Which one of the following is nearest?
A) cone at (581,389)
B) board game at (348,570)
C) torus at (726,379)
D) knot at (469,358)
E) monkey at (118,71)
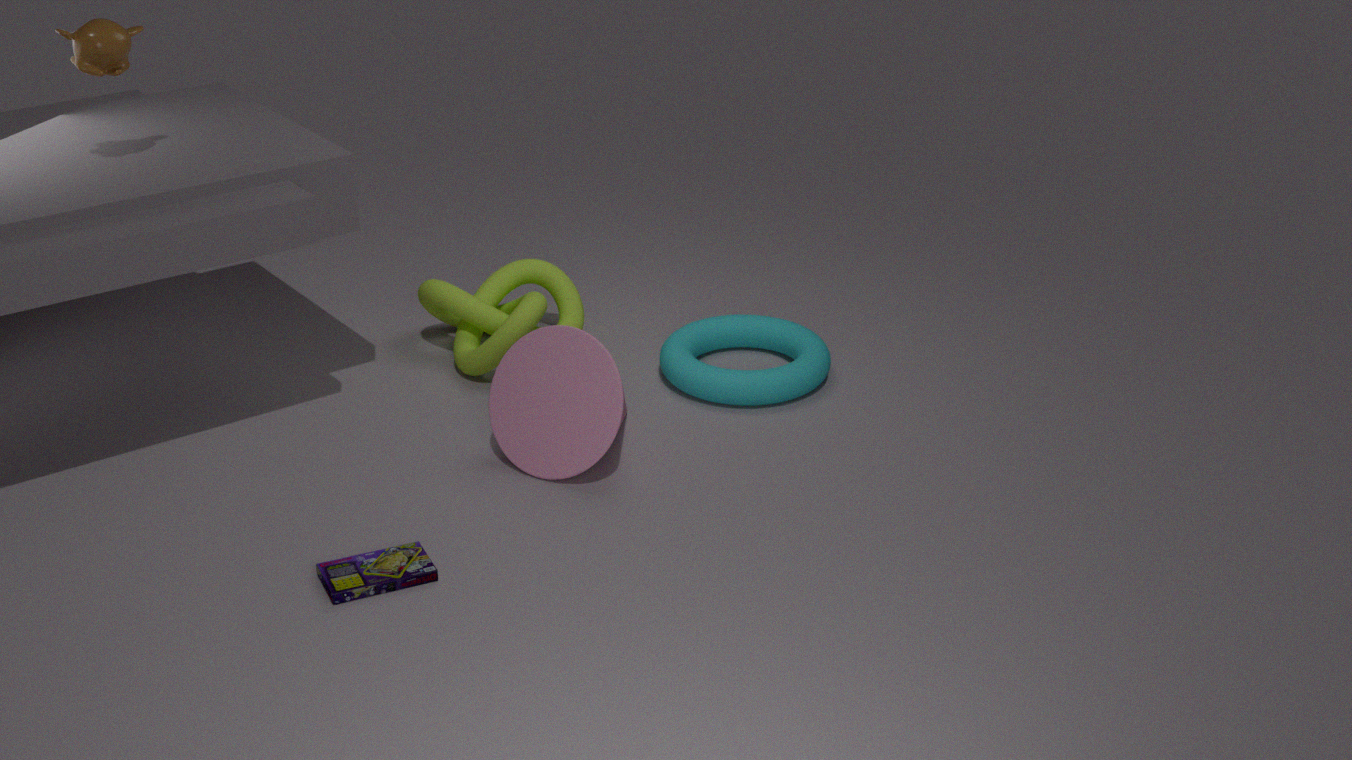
board game at (348,570)
